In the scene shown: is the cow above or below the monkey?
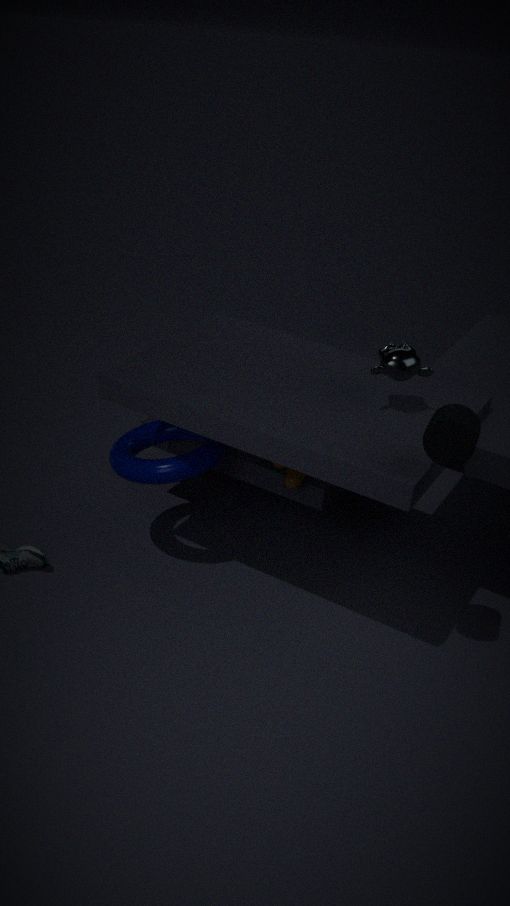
below
